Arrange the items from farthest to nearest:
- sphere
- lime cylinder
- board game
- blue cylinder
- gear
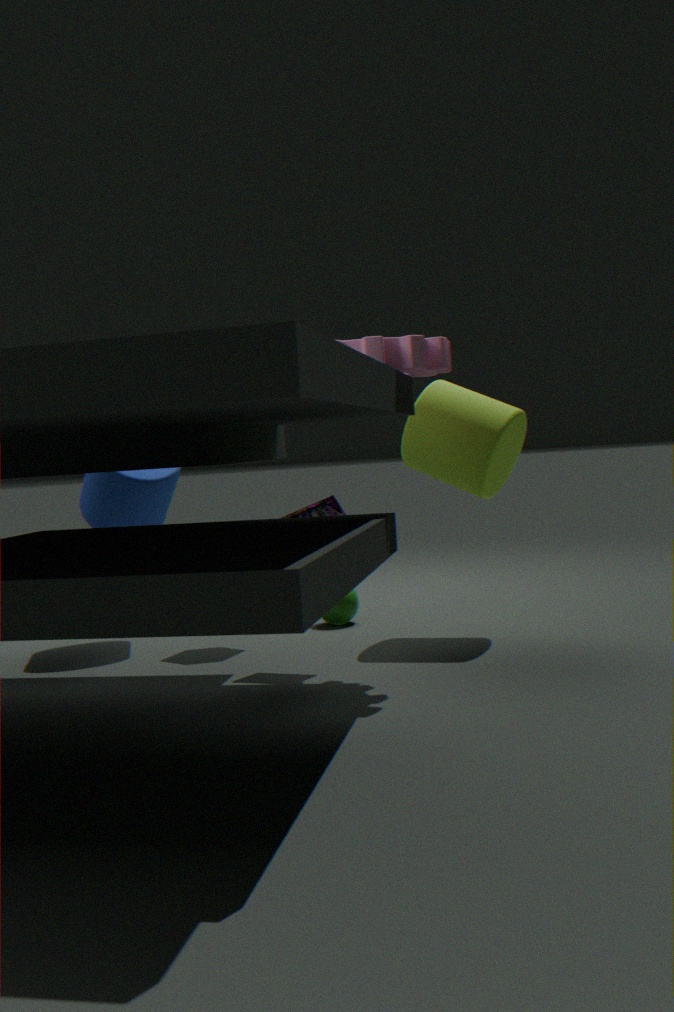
1. sphere
2. blue cylinder
3. lime cylinder
4. board game
5. gear
